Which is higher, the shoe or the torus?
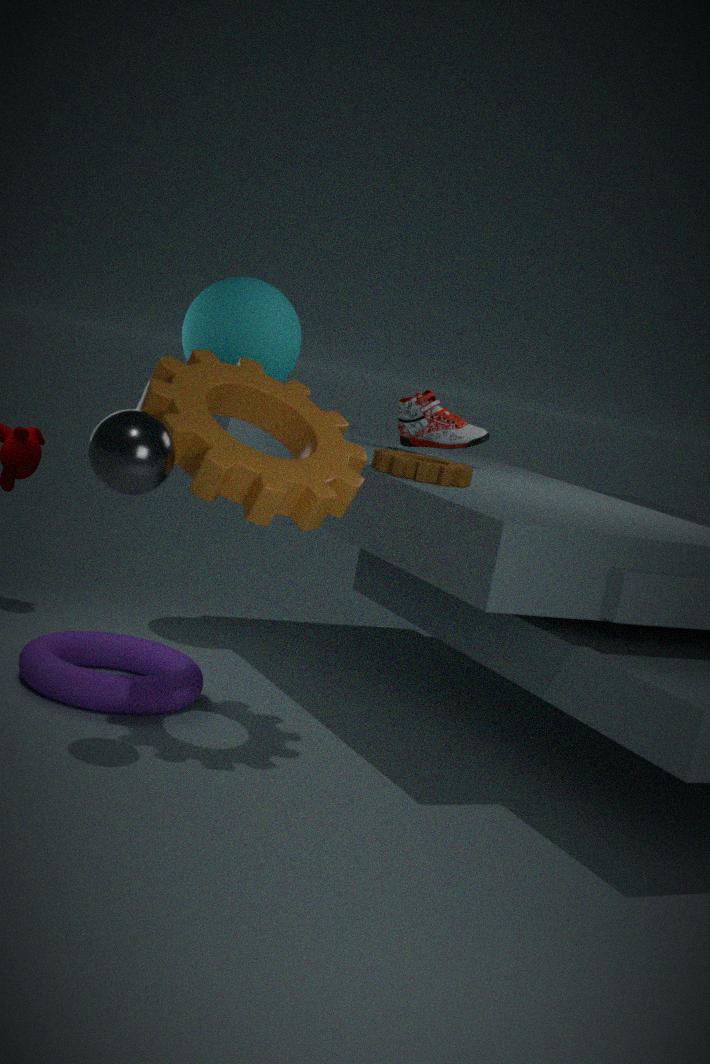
the shoe
